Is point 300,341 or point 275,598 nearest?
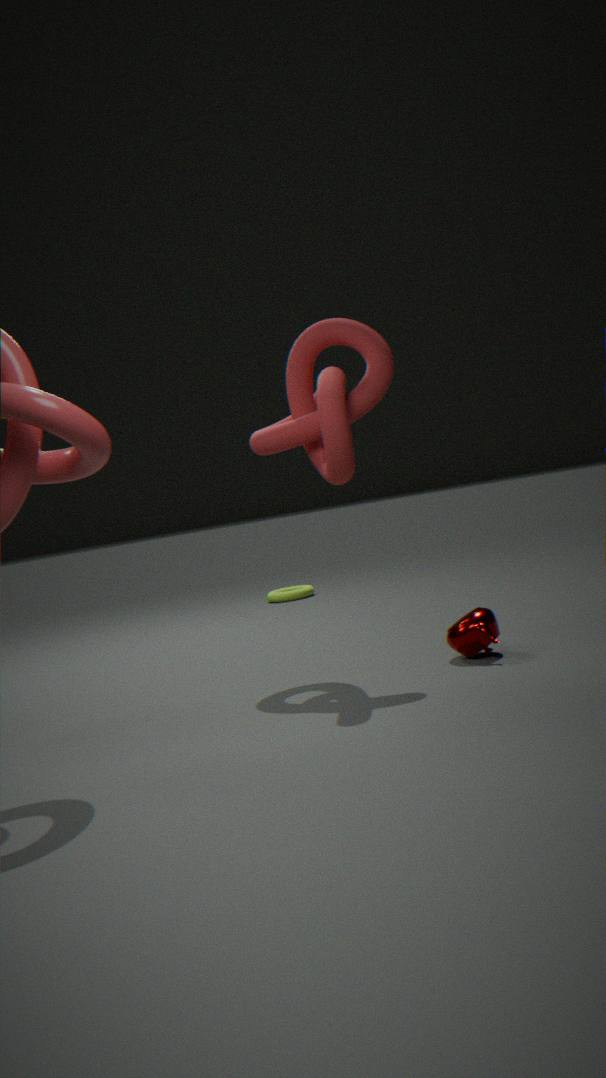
point 300,341
